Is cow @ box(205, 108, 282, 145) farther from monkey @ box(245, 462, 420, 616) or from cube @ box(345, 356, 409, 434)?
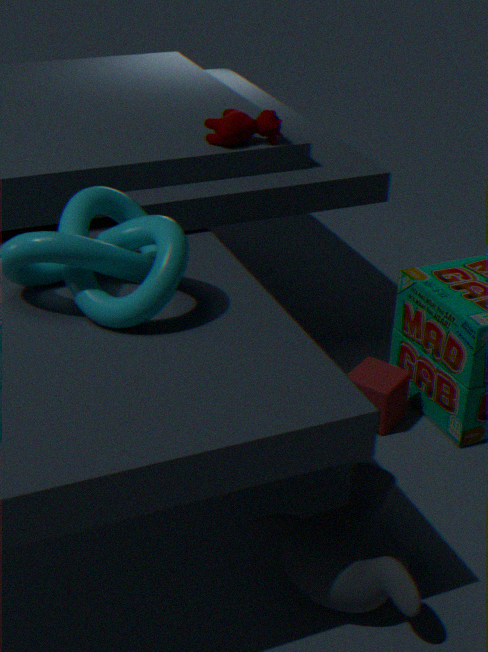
monkey @ box(245, 462, 420, 616)
